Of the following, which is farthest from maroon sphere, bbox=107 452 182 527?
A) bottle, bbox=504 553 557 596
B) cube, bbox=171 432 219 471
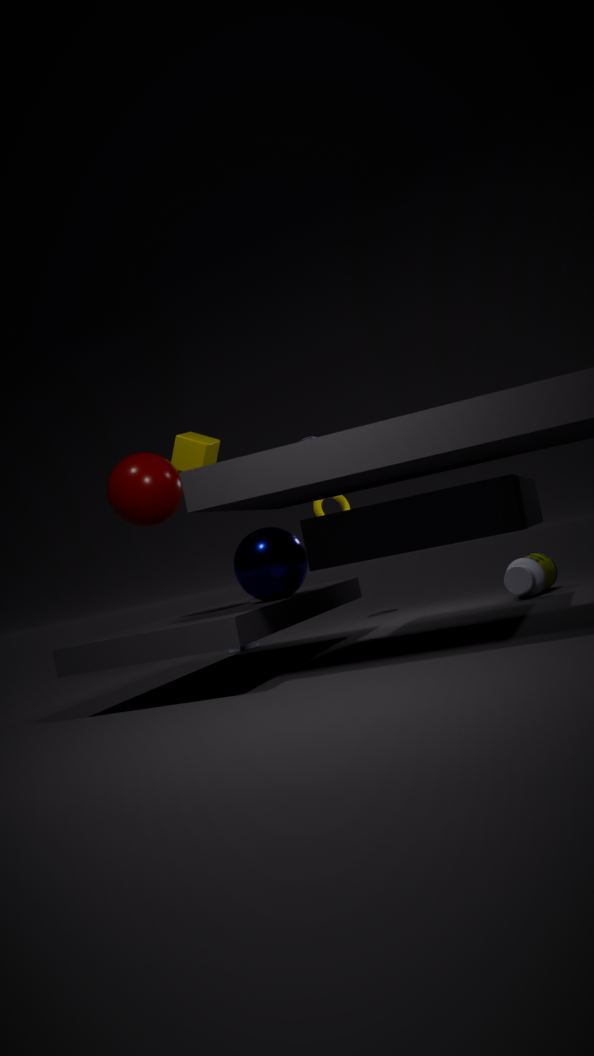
bottle, bbox=504 553 557 596
